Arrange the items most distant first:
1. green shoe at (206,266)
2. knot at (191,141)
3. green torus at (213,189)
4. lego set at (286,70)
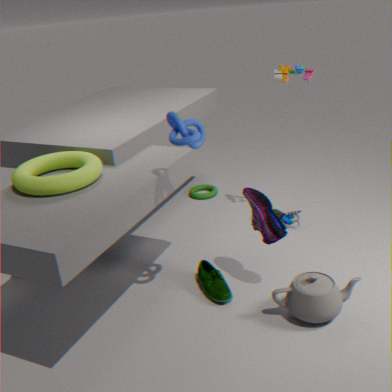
green torus at (213,189)
lego set at (286,70)
green shoe at (206,266)
knot at (191,141)
